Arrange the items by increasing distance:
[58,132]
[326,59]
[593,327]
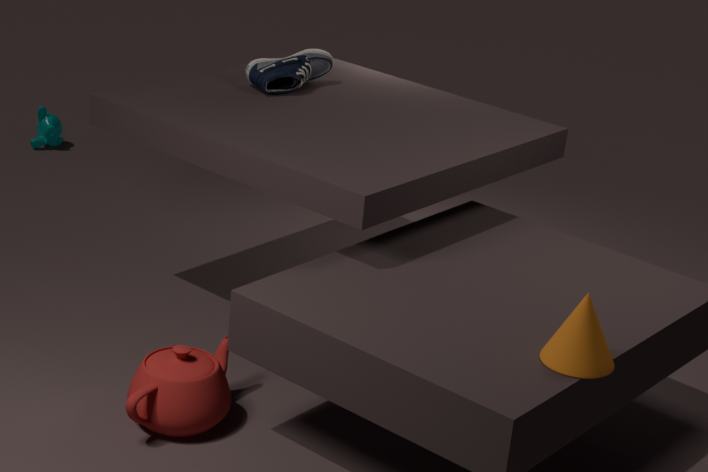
[593,327]
[326,59]
[58,132]
